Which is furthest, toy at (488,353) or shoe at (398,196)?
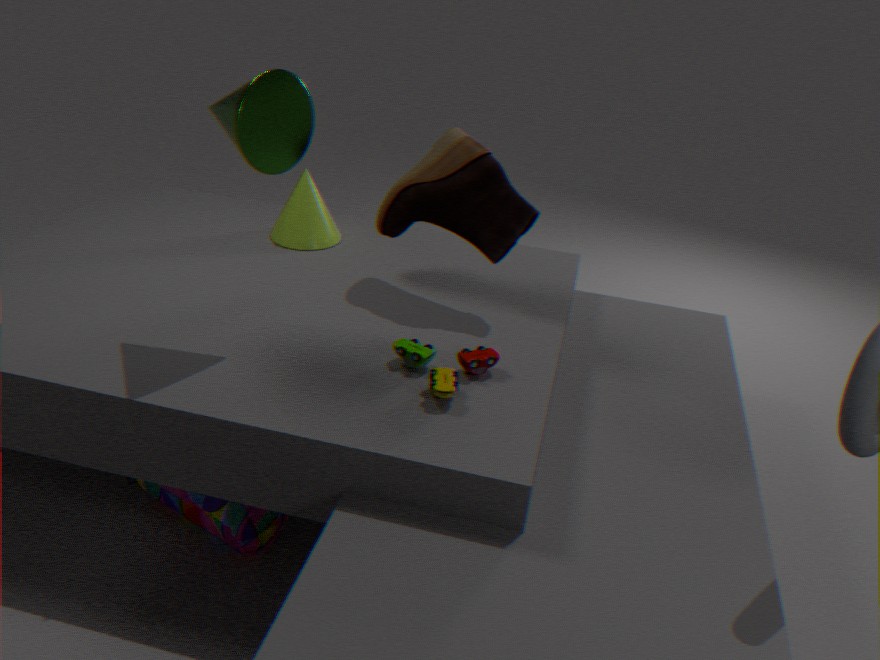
shoe at (398,196)
